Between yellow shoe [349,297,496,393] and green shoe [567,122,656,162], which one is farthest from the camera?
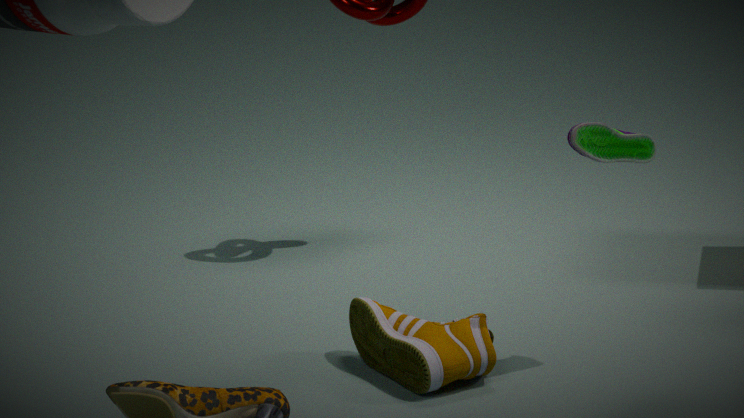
yellow shoe [349,297,496,393]
